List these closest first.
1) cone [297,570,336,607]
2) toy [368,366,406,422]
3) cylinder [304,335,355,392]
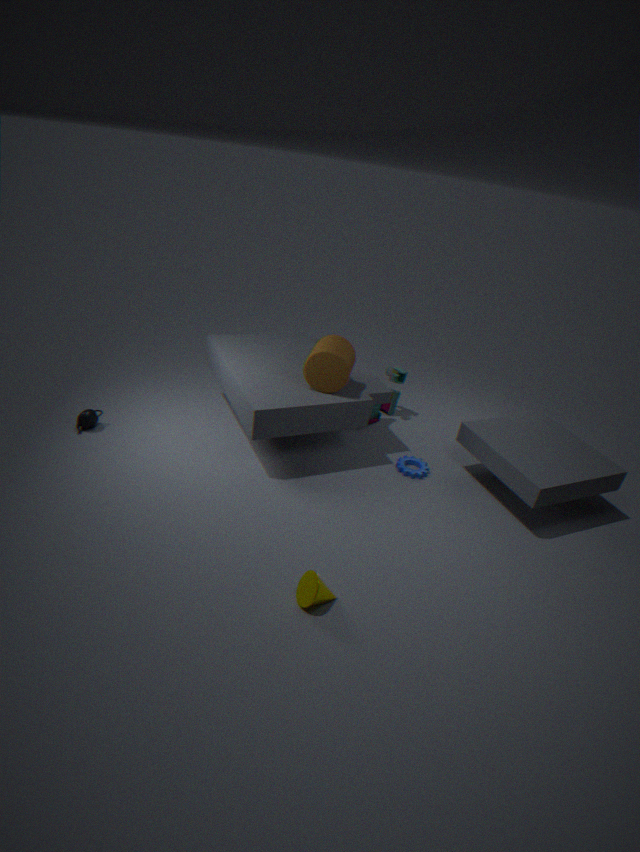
1. cone [297,570,336,607] → 3. cylinder [304,335,355,392] → 2. toy [368,366,406,422]
